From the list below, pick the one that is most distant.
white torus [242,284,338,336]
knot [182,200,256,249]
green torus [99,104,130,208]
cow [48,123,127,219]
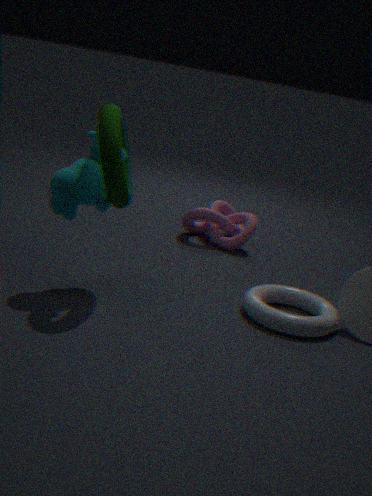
knot [182,200,256,249]
